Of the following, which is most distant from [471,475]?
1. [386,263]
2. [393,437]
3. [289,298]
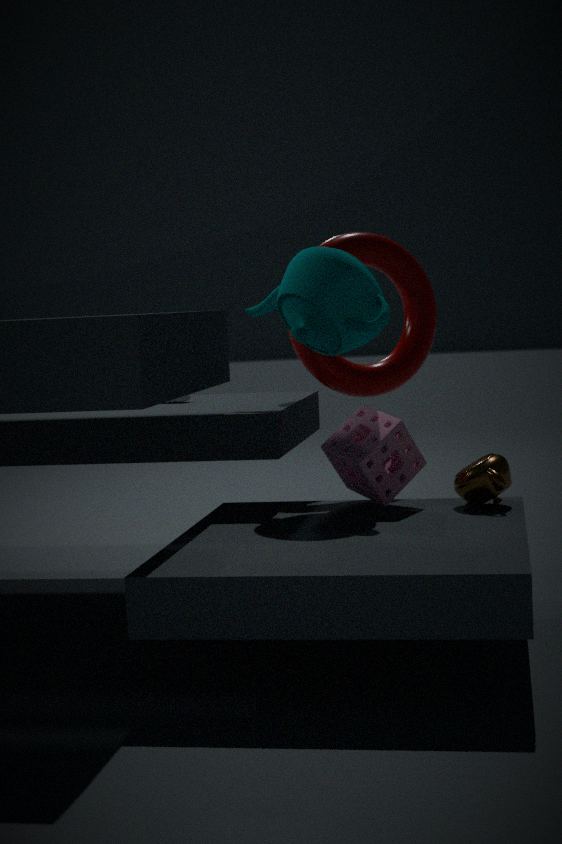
[386,263]
